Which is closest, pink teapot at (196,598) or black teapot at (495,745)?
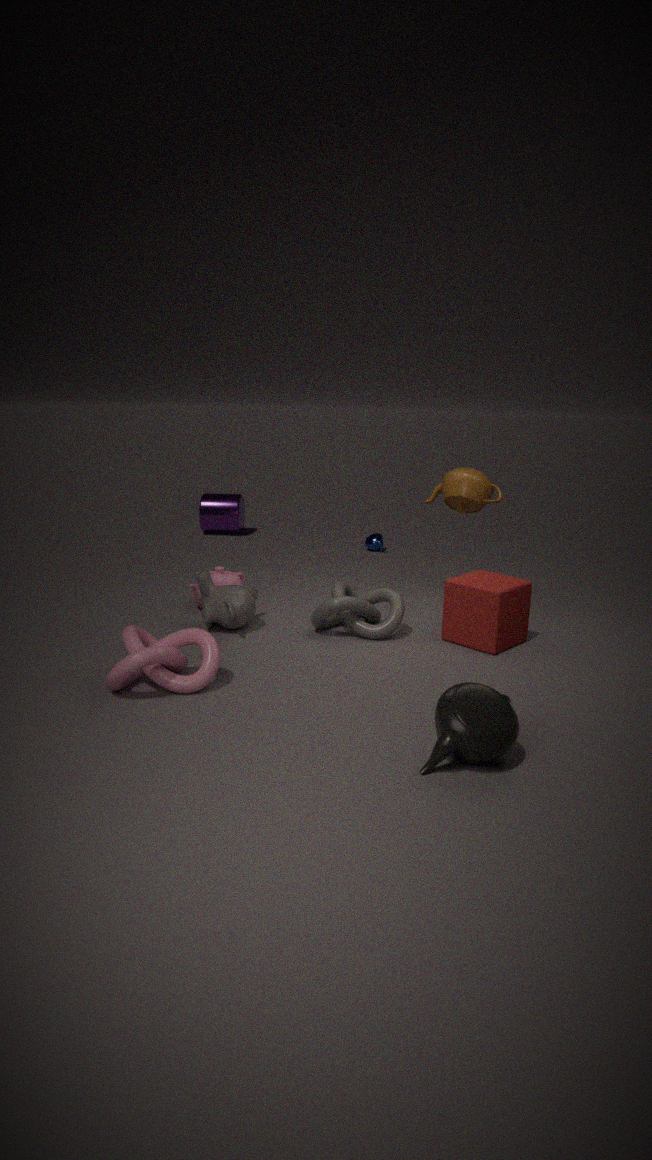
black teapot at (495,745)
